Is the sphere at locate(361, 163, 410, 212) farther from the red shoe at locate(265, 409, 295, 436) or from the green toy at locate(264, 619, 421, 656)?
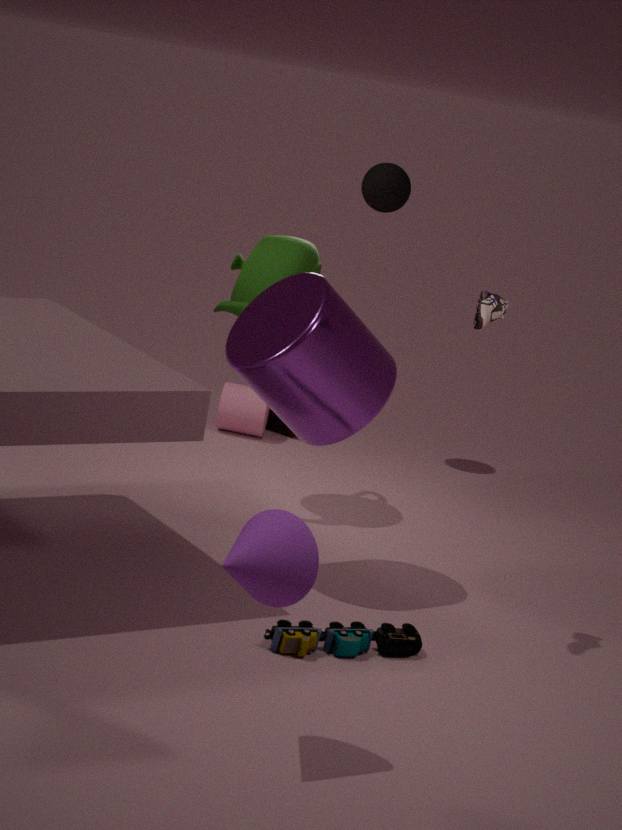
the green toy at locate(264, 619, 421, 656)
